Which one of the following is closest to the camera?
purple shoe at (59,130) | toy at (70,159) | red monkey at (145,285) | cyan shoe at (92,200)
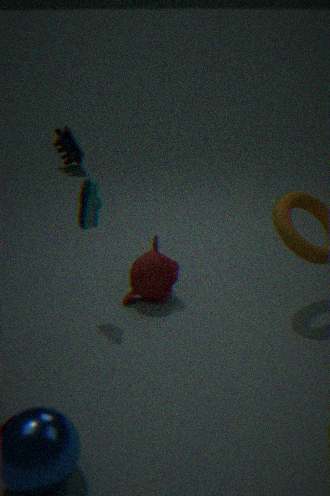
cyan shoe at (92,200)
